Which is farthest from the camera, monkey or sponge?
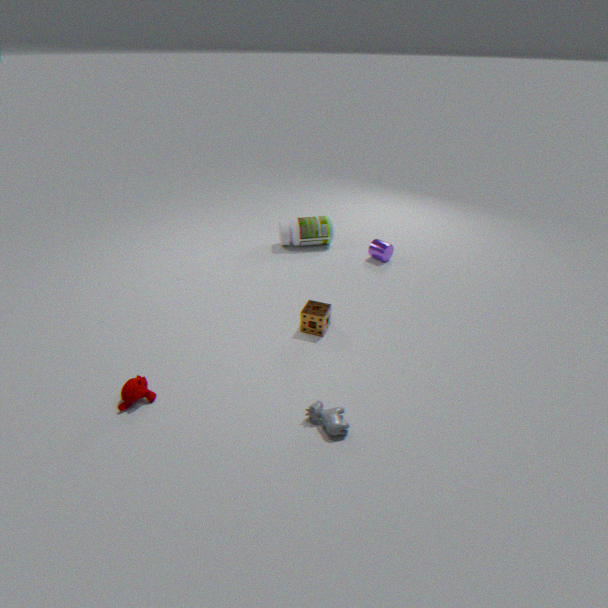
sponge
